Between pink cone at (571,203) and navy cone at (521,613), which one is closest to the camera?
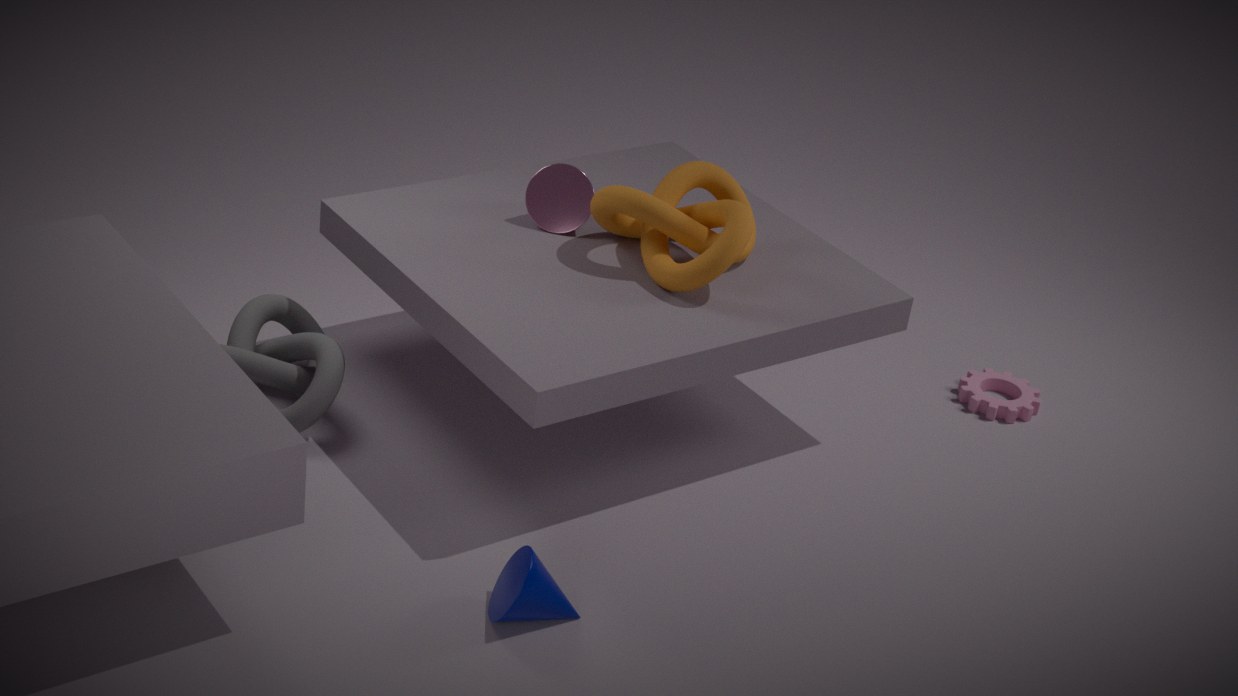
navy cone at (521,613)
